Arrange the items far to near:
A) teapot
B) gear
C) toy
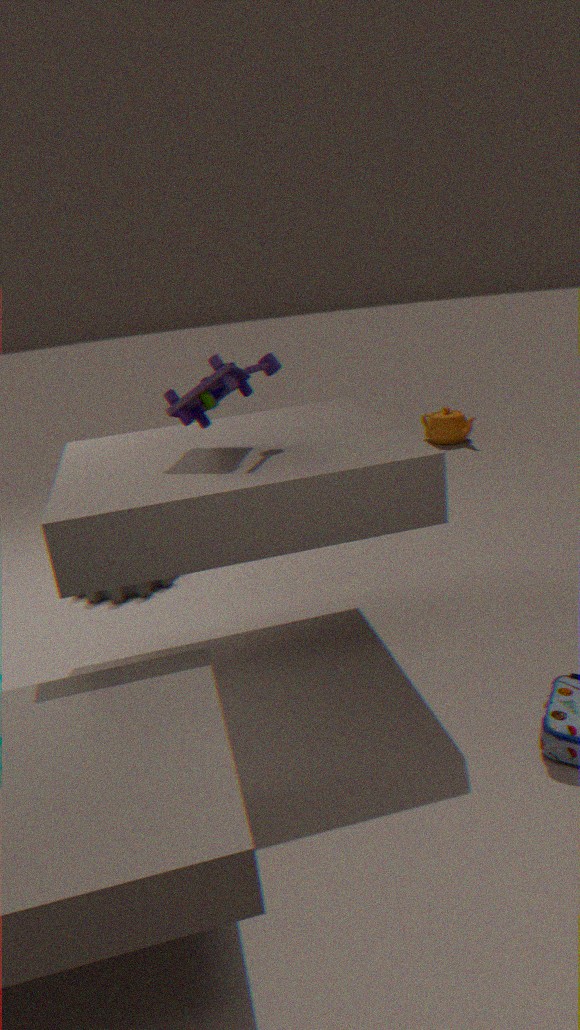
teapot < gear < toy
